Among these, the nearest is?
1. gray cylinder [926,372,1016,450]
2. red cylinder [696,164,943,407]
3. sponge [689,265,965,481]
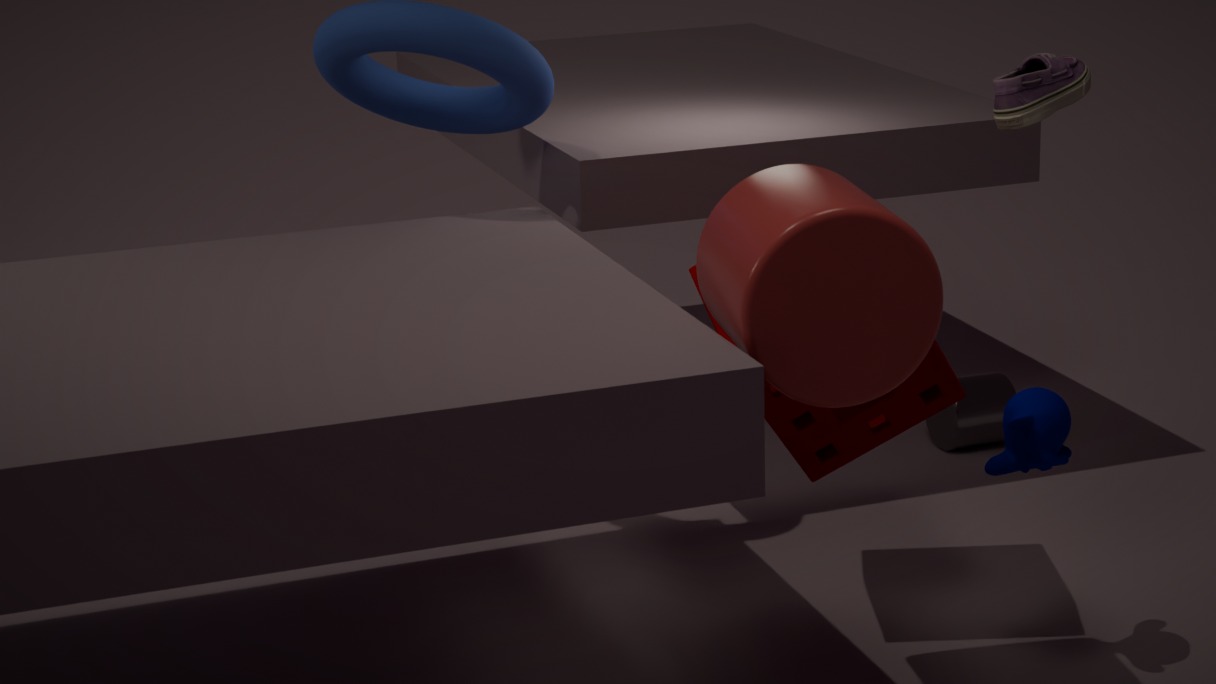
red cylinder [696,164,943,407]
